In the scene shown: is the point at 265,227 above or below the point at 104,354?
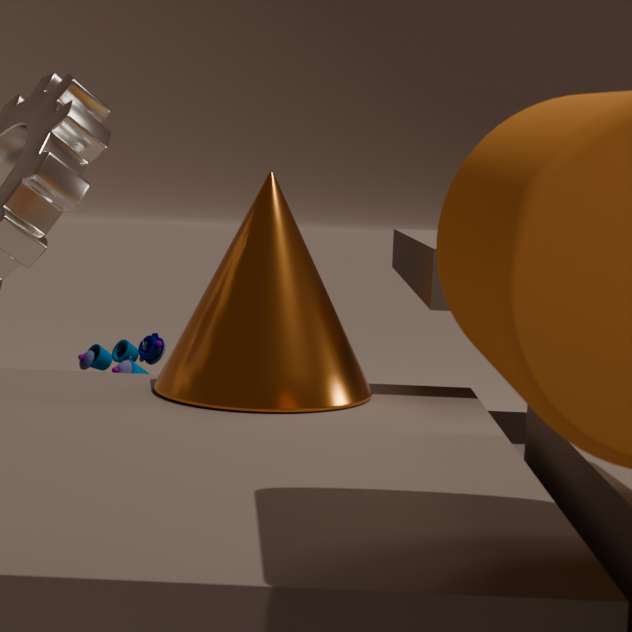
above
